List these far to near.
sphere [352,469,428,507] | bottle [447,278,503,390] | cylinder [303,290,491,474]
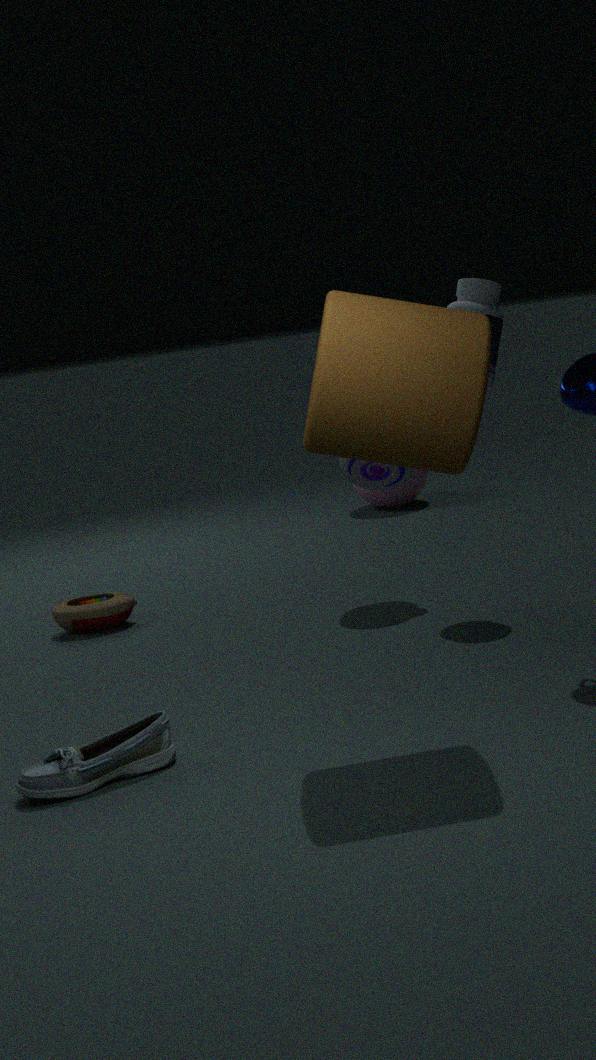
1. sphere [352,469,428,507]
2. bottle [447,278,503,390]
3. cylinder [303,290,491,474]
